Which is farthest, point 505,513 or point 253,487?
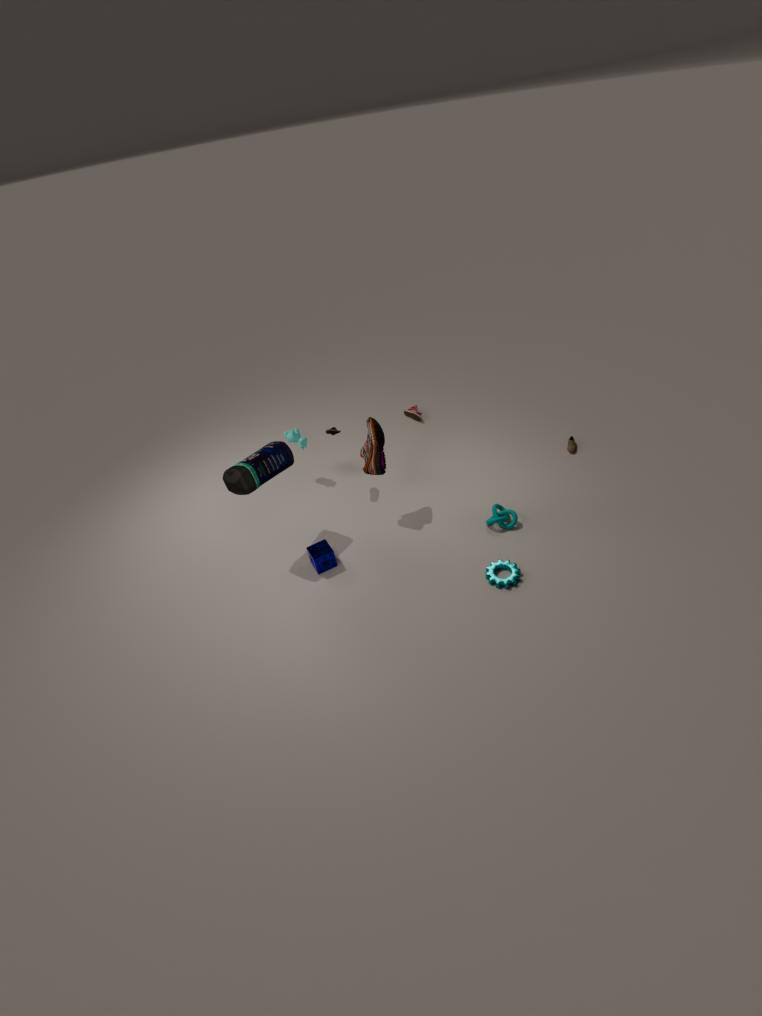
point 505,513
